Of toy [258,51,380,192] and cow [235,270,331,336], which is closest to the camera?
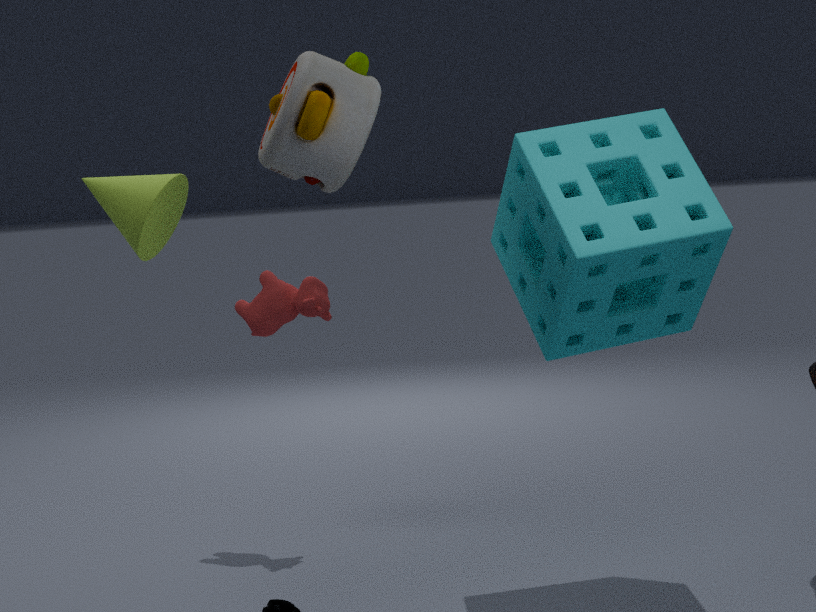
toy [258,51,380,192]
